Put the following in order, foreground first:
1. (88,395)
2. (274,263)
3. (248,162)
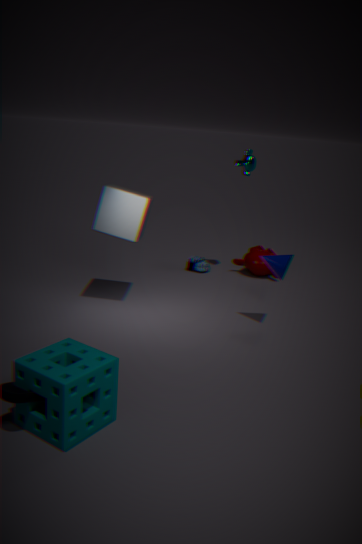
(88,395), (274,263), (248,162)
